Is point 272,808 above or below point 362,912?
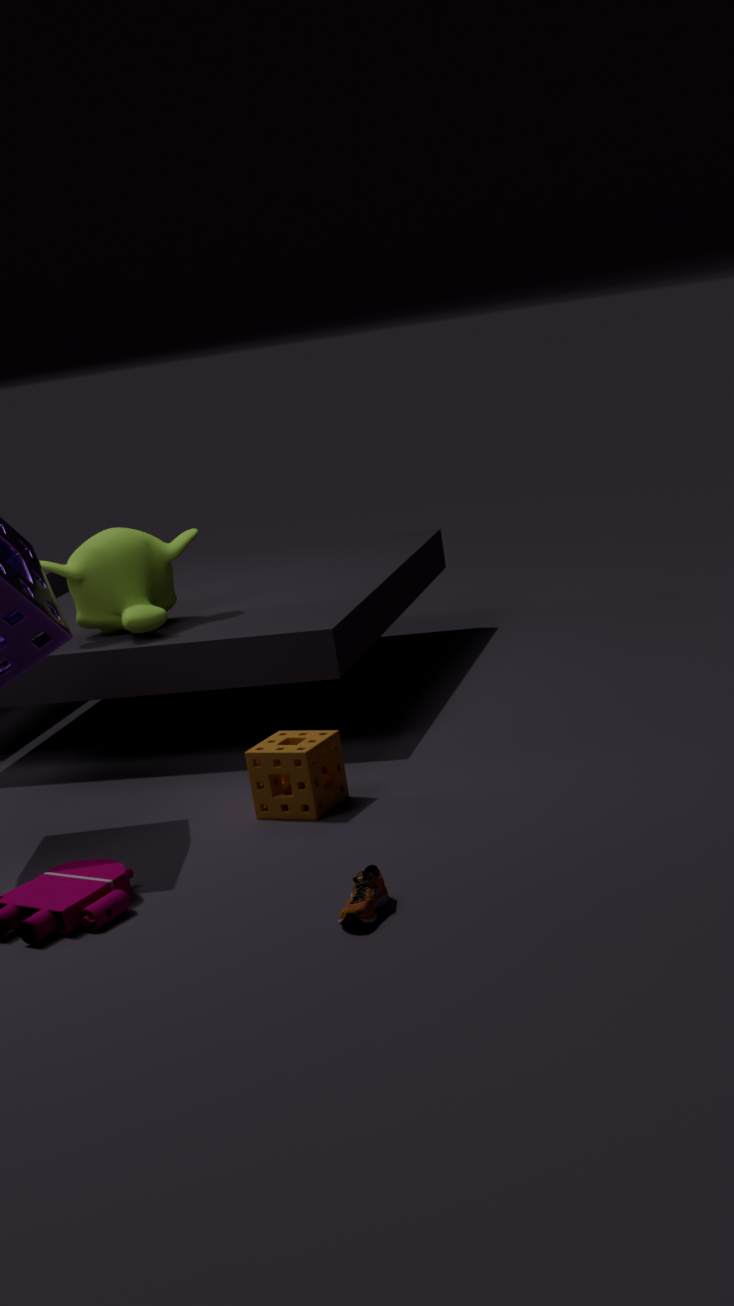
above
